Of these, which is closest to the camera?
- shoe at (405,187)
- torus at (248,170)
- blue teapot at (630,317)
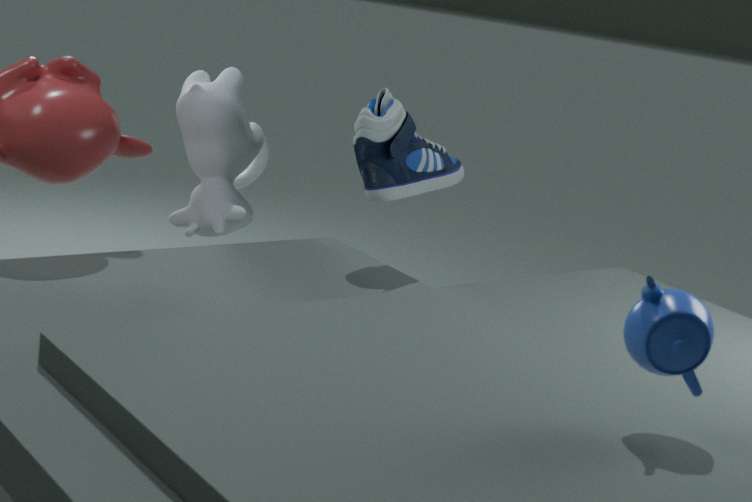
blue teapot at (630,317)
